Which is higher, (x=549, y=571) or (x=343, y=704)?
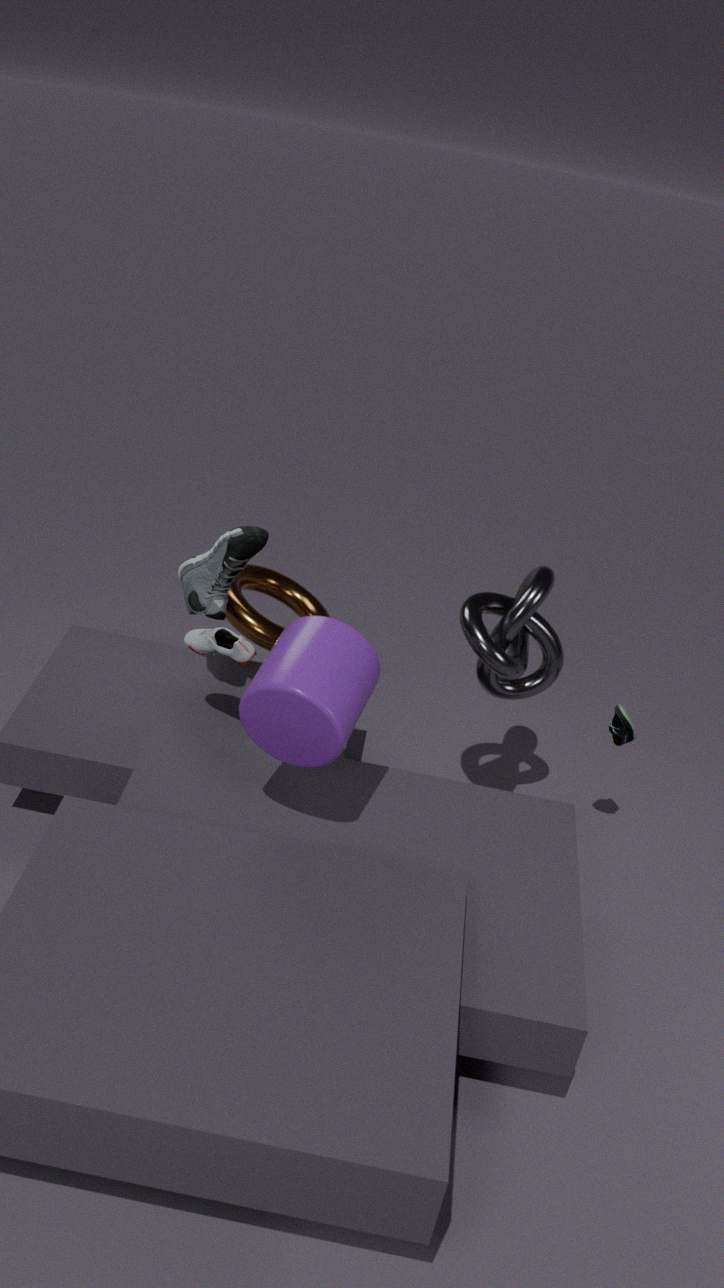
(x=343, y=704)
